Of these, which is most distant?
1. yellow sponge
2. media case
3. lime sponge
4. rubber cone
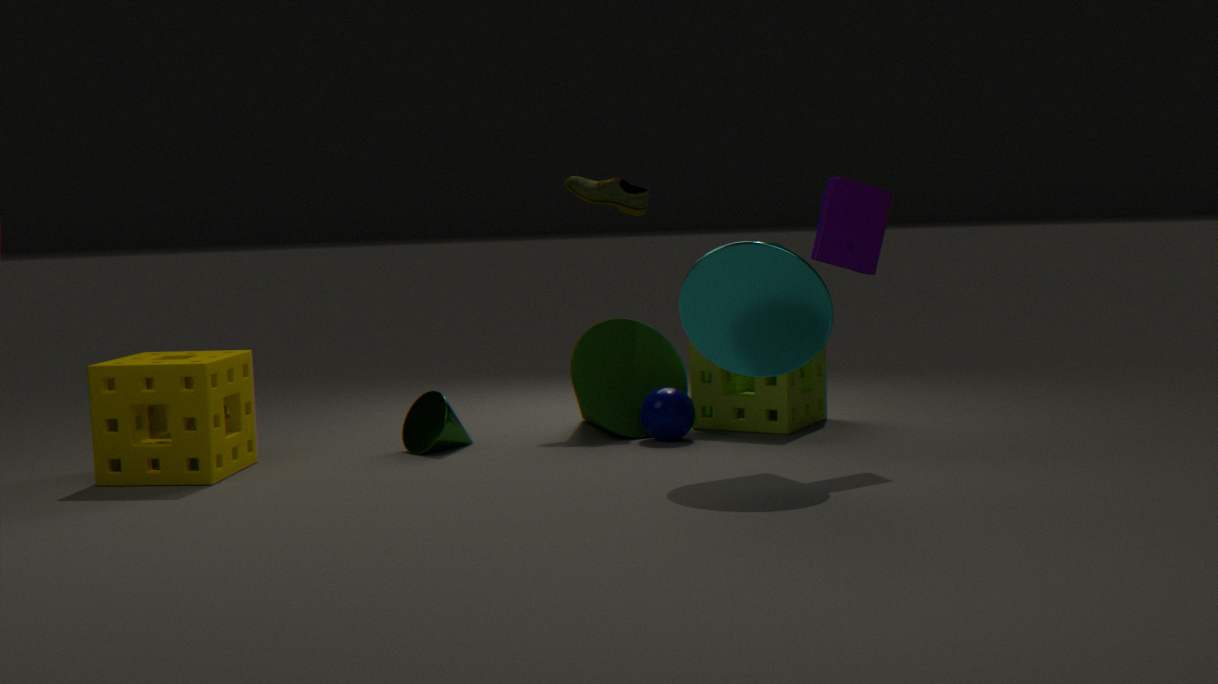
lime sponge
